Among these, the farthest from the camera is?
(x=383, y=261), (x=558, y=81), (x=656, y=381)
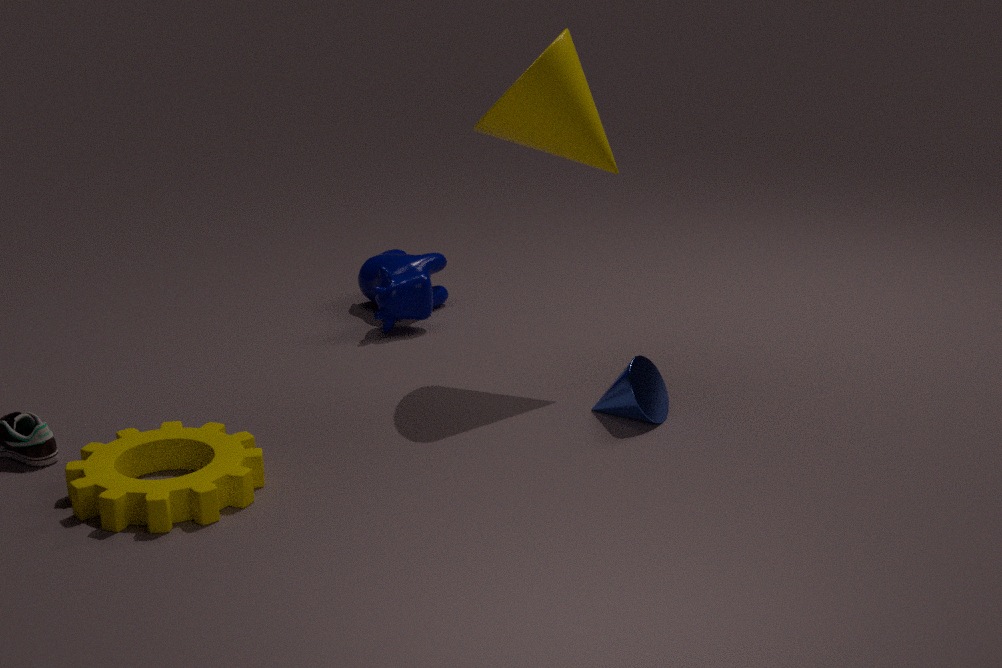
(x=383, y=261)
